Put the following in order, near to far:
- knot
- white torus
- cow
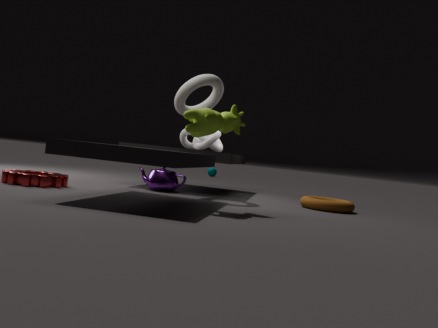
cow → white torus → knot
